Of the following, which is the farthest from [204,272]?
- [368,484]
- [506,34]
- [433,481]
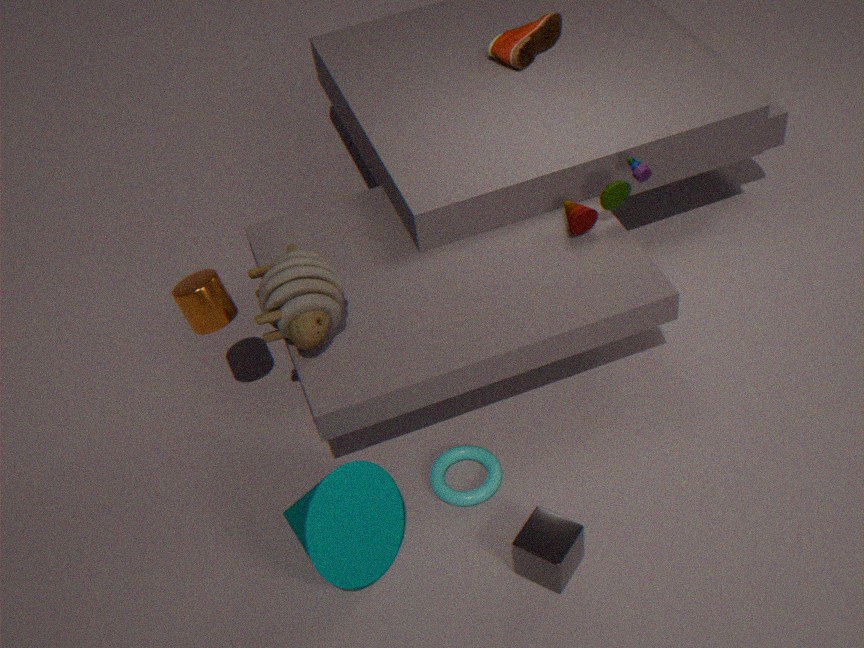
[506,34]
